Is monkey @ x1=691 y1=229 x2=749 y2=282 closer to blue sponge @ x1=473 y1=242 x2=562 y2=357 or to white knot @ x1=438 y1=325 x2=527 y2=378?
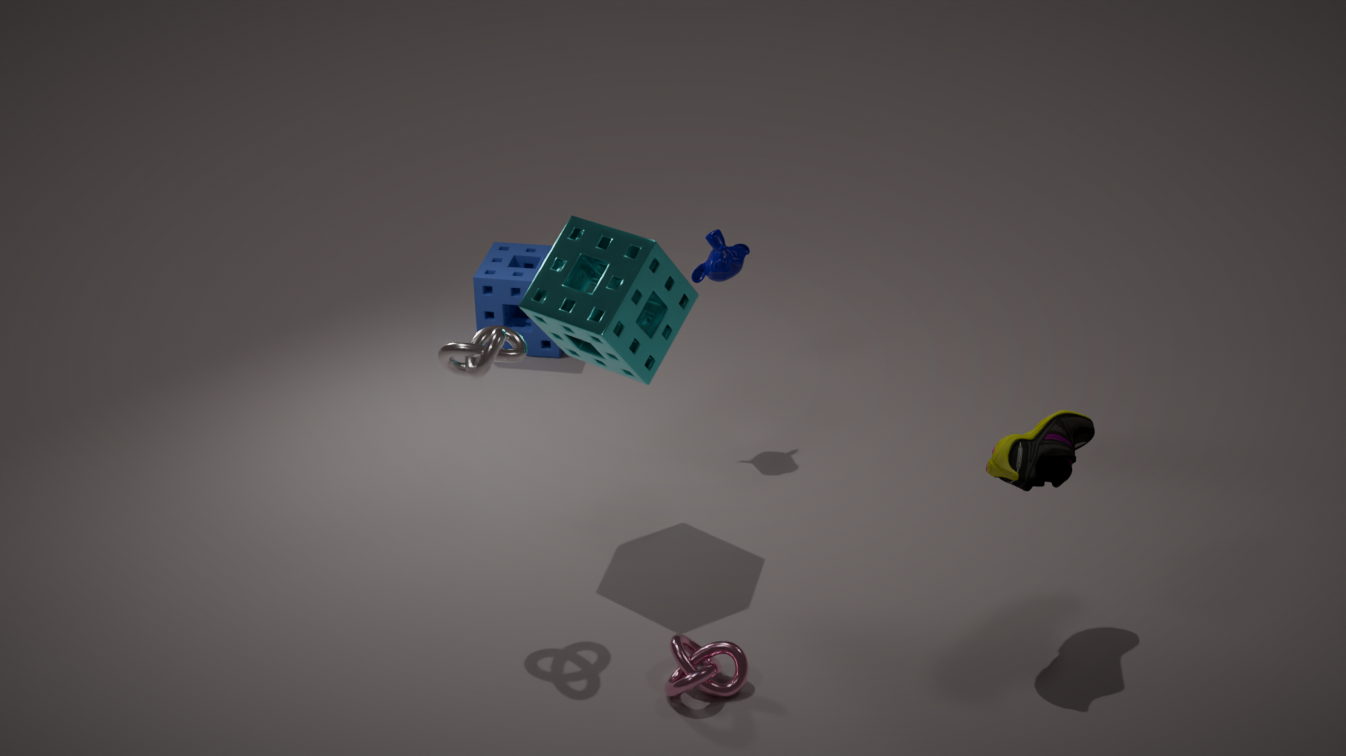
blue sponge @ x1=473 y1=242 x2=562 y2=357
